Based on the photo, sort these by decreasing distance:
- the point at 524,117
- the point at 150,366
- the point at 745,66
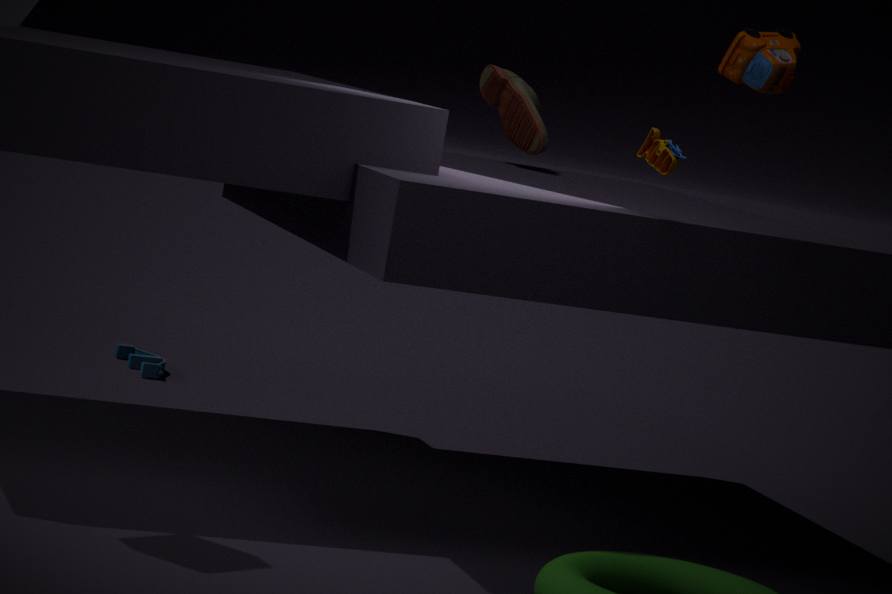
the point at 150,366 < the point at 524,117 < the point at 745,66
